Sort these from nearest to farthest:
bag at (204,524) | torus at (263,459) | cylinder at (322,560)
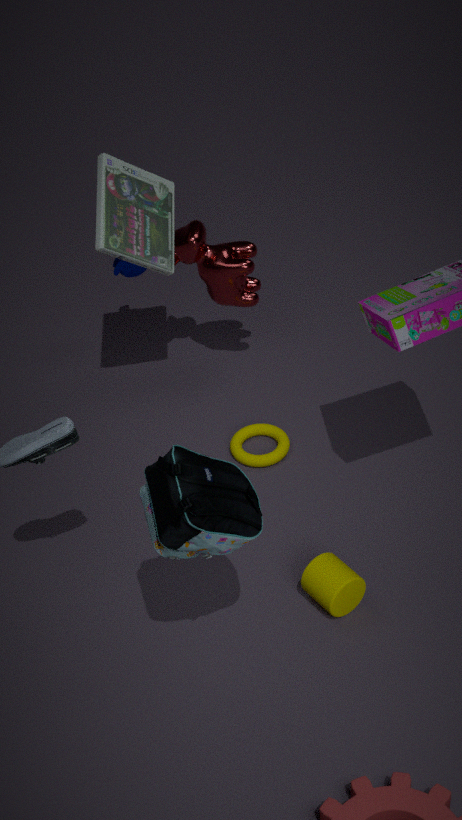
1. bag at (204,524)
2. cylinder at (322,560)
3. torus at (263,459)
